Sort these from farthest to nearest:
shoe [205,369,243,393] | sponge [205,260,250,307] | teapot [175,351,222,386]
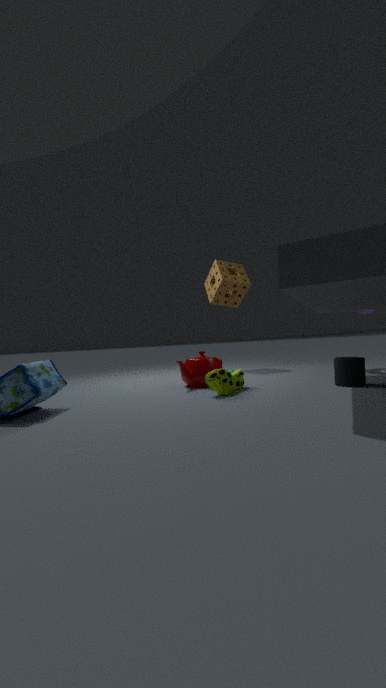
sponge [205,260,250,307] < teapot [175,351,222,386] < shoe [205,369,243,393]
